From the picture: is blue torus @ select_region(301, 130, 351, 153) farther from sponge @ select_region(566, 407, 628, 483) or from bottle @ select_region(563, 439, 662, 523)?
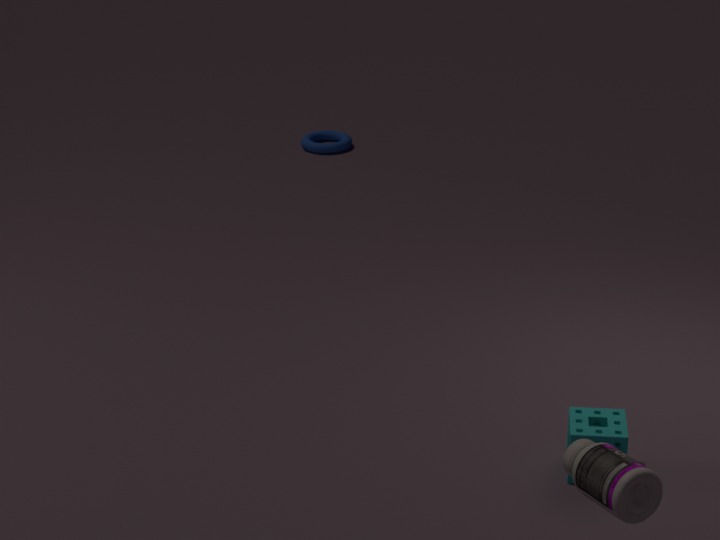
bottle @ select_region(563, 439, 662, 523)
